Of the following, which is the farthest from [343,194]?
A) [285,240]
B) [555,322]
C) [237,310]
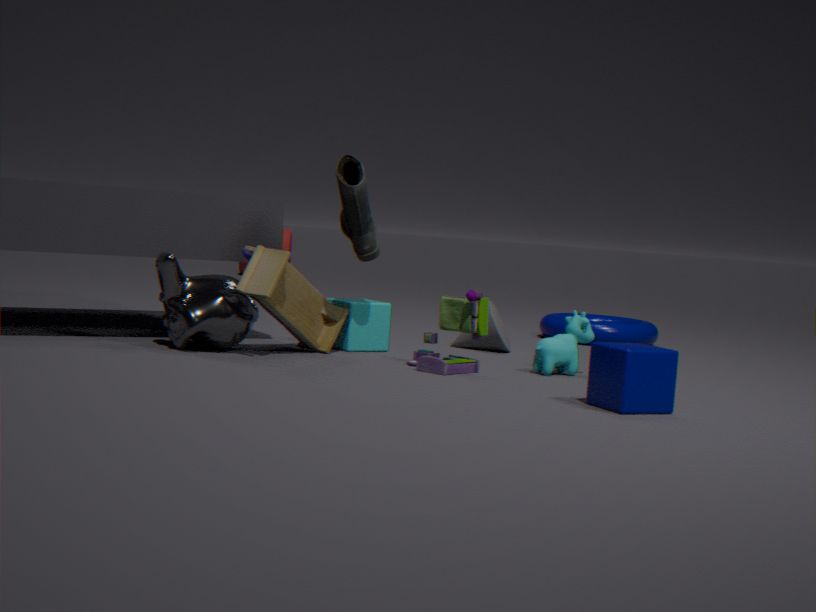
[285,240]
